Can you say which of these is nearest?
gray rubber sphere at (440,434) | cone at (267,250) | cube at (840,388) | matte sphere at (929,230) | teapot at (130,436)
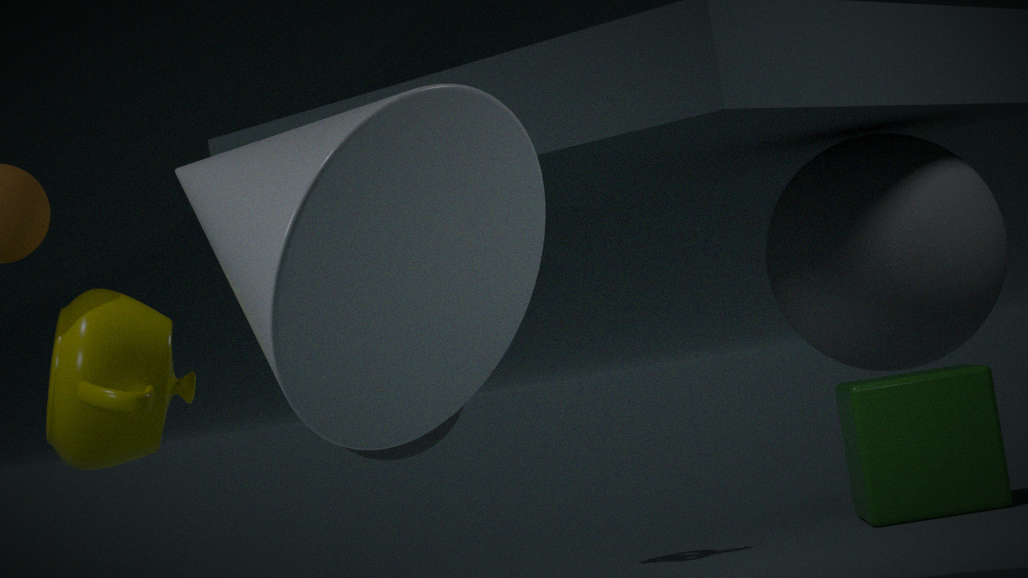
cone at (267,250)
